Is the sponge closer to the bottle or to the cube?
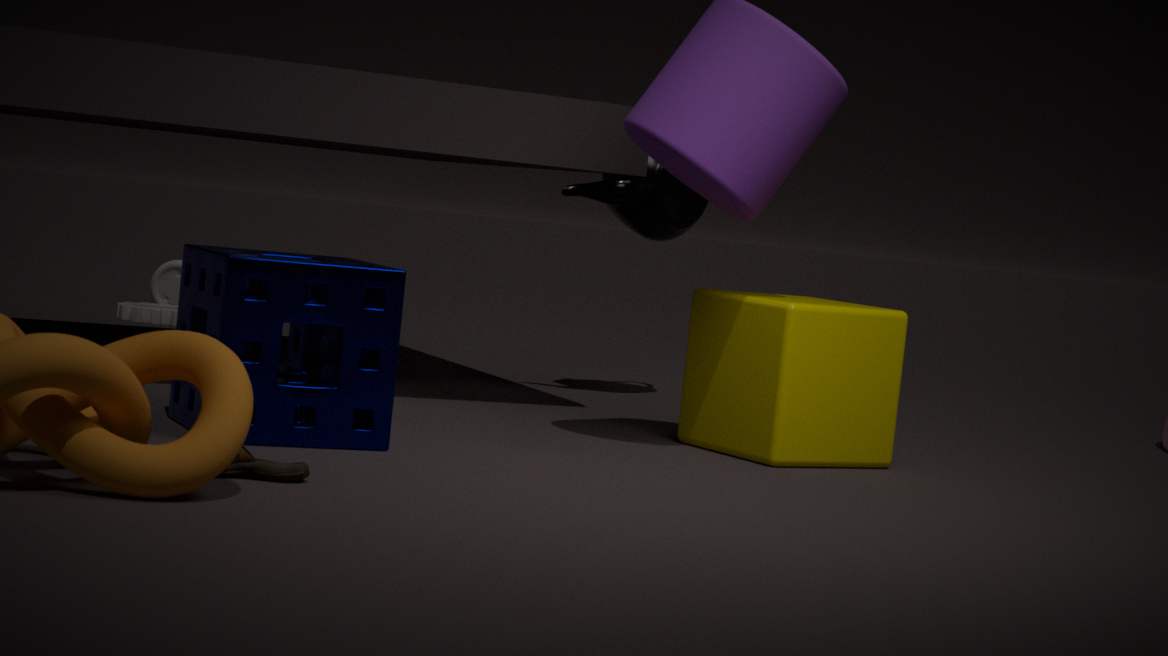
the cube
